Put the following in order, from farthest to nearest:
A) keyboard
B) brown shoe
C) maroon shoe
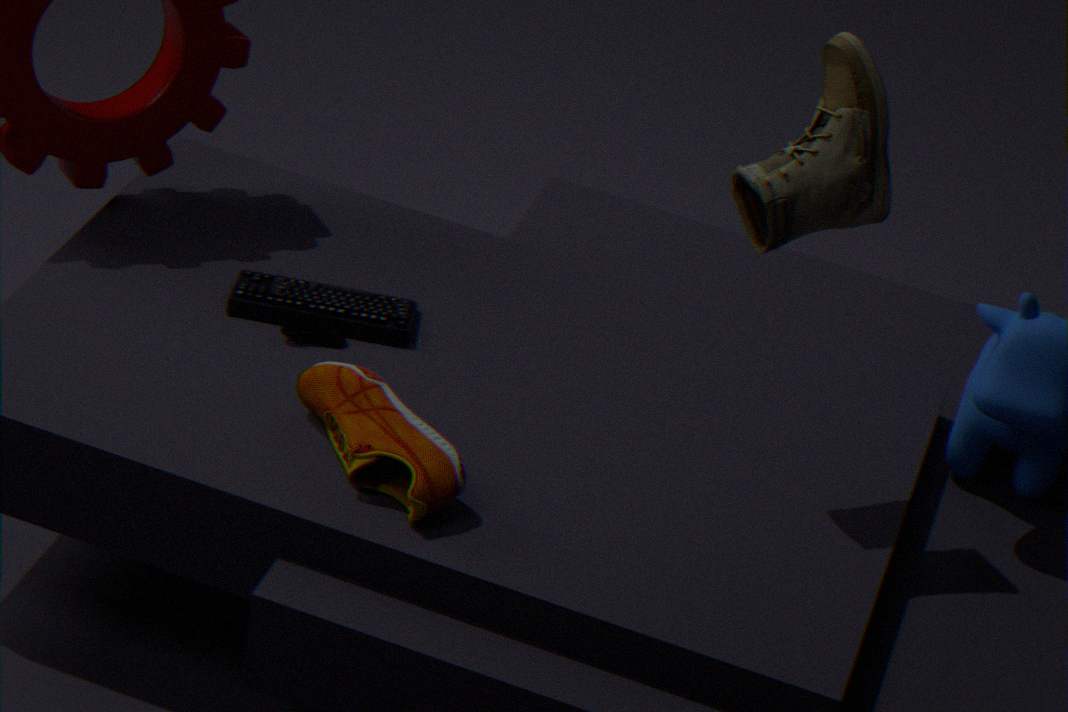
keyboard → maroon shoe → brown shoe
